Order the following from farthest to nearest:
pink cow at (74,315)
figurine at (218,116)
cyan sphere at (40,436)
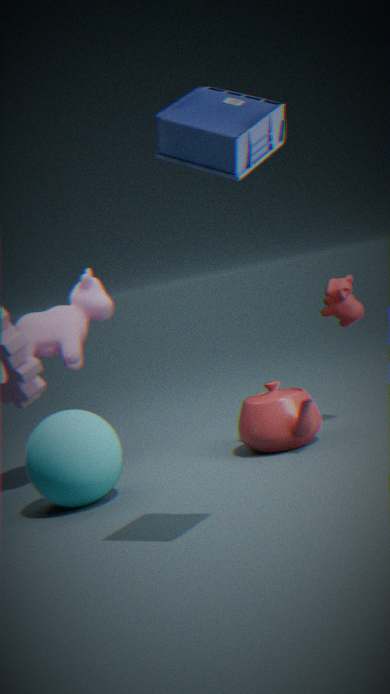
pink cow at (74,315) → cyan sphere at (40,436) → figurine at (218,116)
